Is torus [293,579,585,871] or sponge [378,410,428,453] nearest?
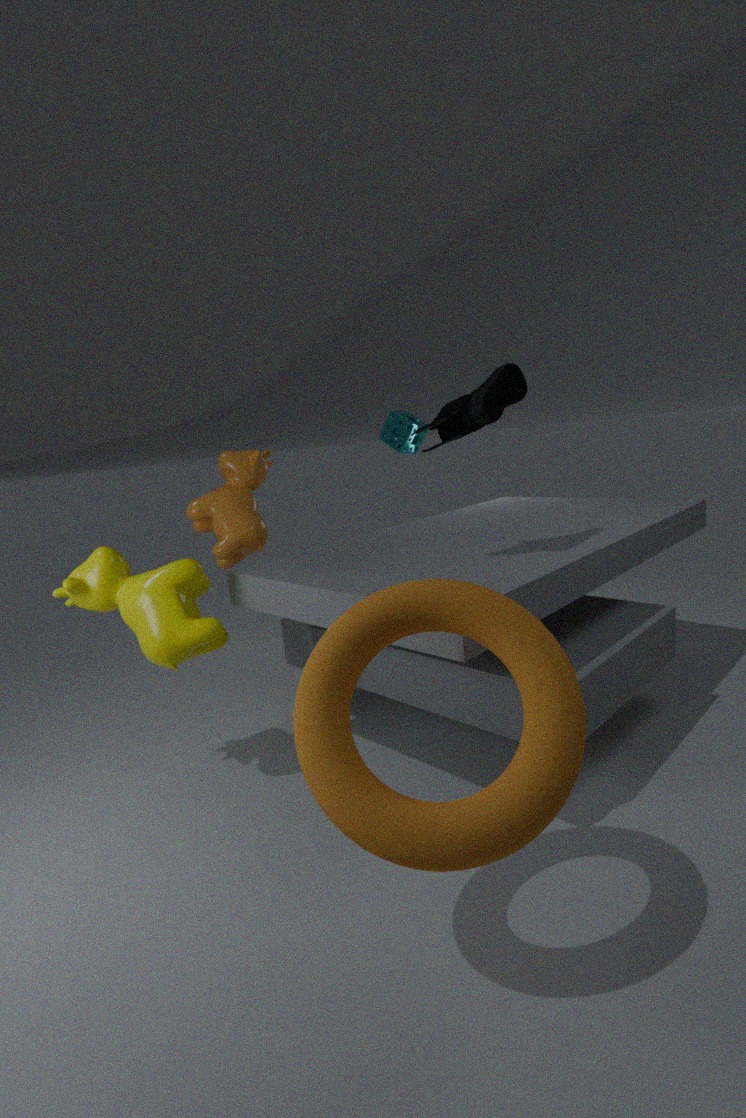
torus [293,579,585,871]
